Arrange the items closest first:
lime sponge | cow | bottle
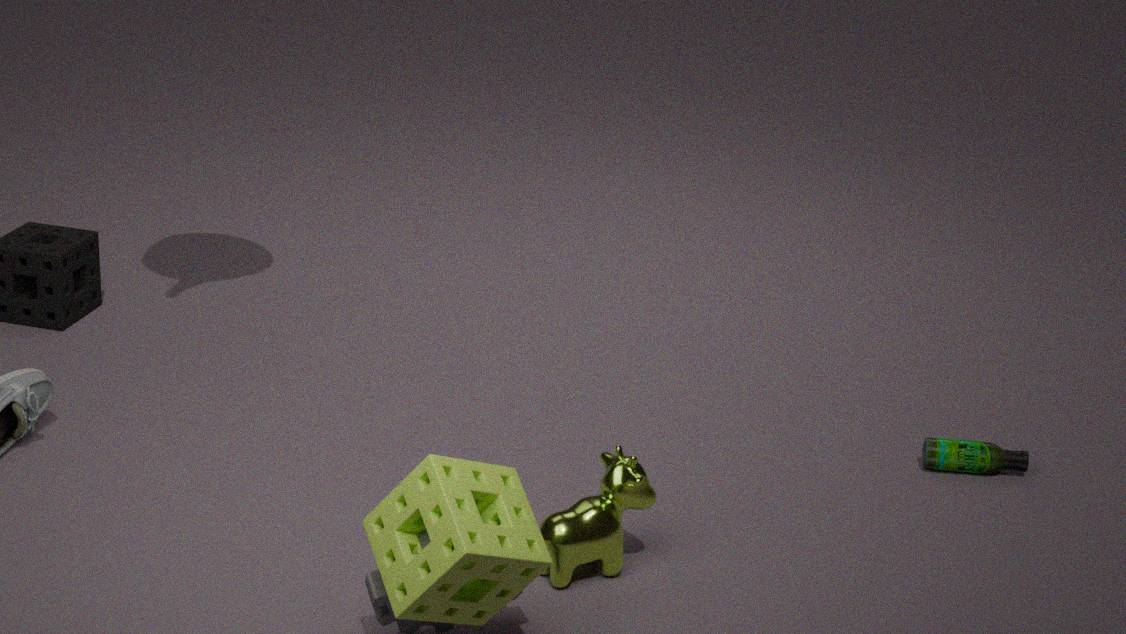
lime sponge < cow < bottle
